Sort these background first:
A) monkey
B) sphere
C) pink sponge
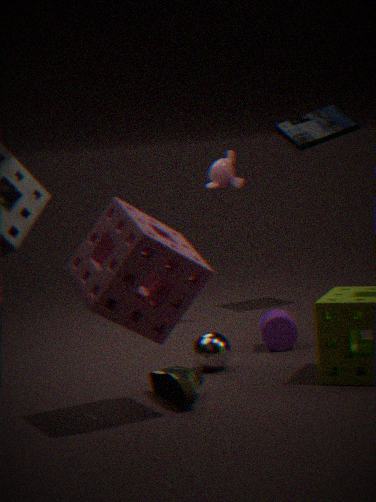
1. monkey
2. sphere
3. pink sponge
